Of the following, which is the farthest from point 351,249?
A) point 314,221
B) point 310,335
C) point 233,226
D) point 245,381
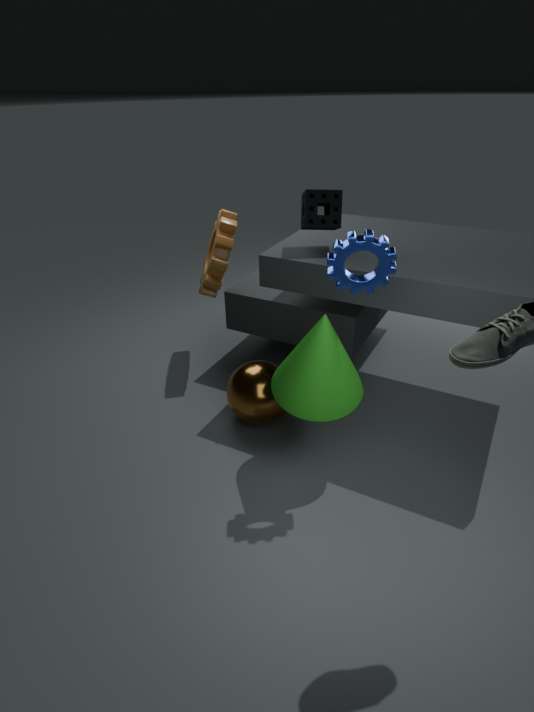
point 233,226
